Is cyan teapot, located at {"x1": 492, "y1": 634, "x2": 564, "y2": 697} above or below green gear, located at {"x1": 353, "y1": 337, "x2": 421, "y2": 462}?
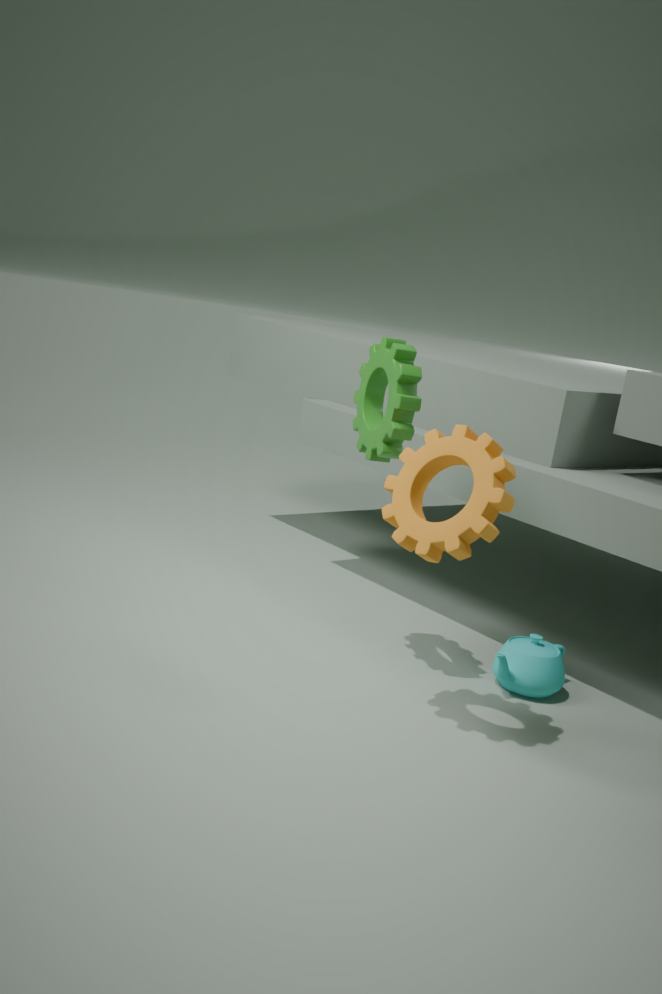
below
